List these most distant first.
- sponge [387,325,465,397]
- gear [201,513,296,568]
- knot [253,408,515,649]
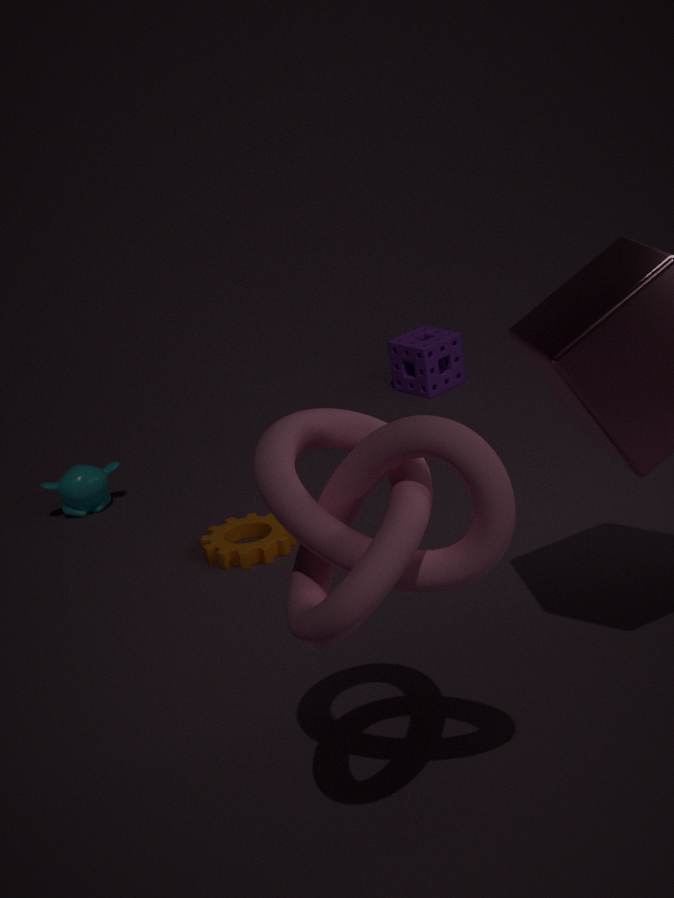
sponge [387,325,465,397] < gear [201,513,296,568] < knot [253,408,515,649]
